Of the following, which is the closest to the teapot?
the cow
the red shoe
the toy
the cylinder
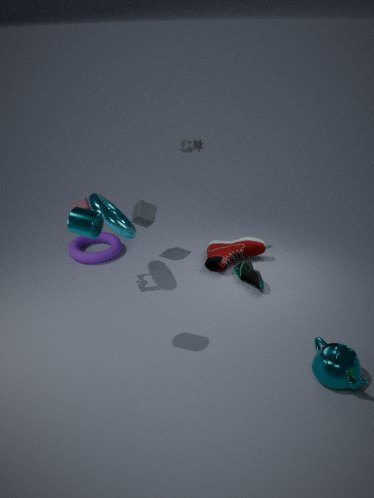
the red shoe
